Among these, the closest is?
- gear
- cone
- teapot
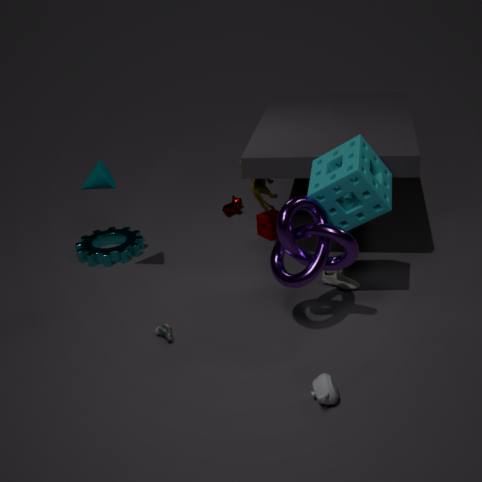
teapot
